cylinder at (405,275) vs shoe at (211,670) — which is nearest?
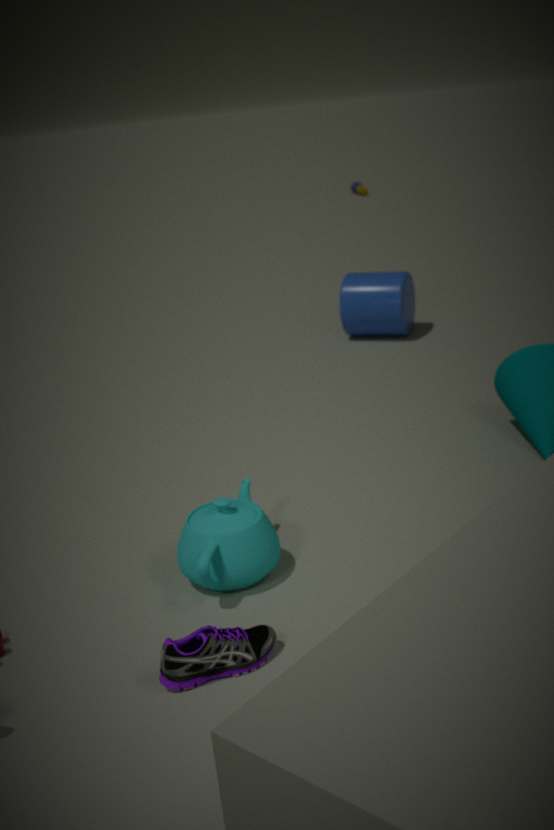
shoe at (211,670)
